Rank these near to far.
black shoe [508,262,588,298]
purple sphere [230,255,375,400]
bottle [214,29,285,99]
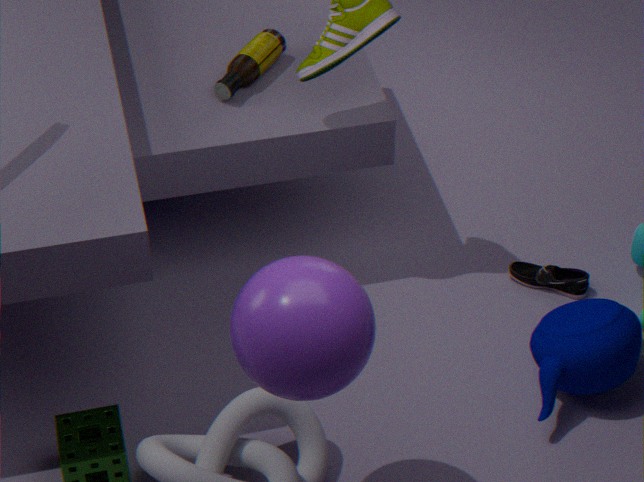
purple sphere [230,255,375,400] < bottle [214,29,285,99] < black shoe [508,262,588,298]
